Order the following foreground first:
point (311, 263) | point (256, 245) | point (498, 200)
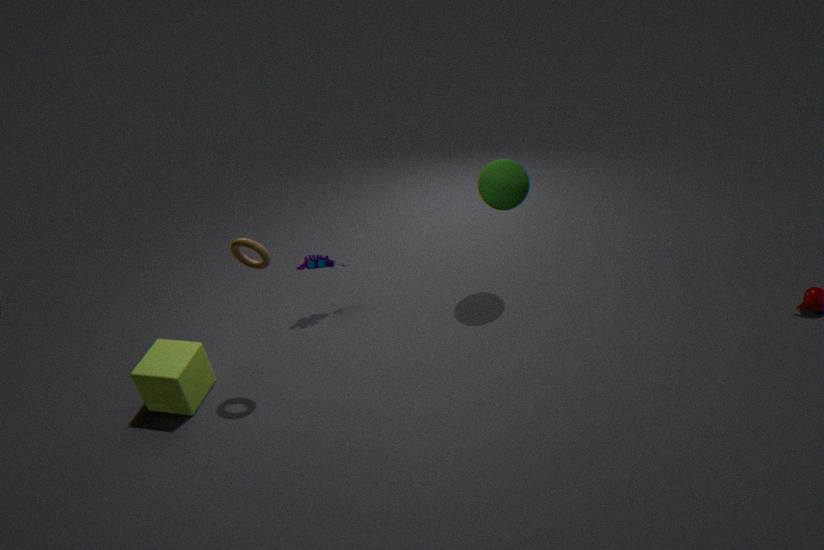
point (256, 245), point (498, 200), point (311, 263)
